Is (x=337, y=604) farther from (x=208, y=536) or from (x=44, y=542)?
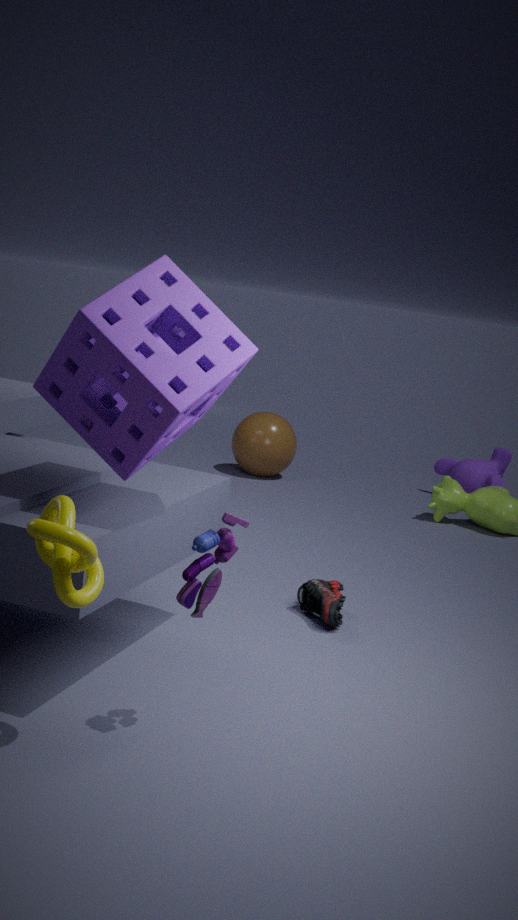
(x=44, y=542)
